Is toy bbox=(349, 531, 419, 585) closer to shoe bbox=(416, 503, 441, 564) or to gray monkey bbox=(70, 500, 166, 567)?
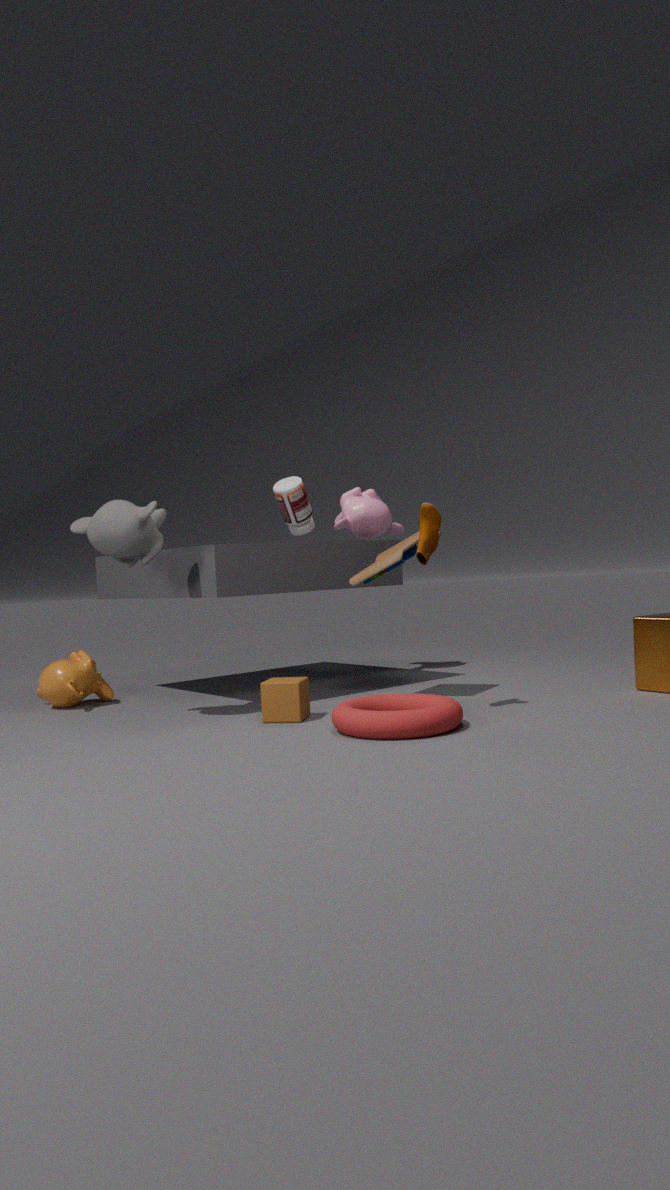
shoe bbox=(416, 503, 441, 564)
